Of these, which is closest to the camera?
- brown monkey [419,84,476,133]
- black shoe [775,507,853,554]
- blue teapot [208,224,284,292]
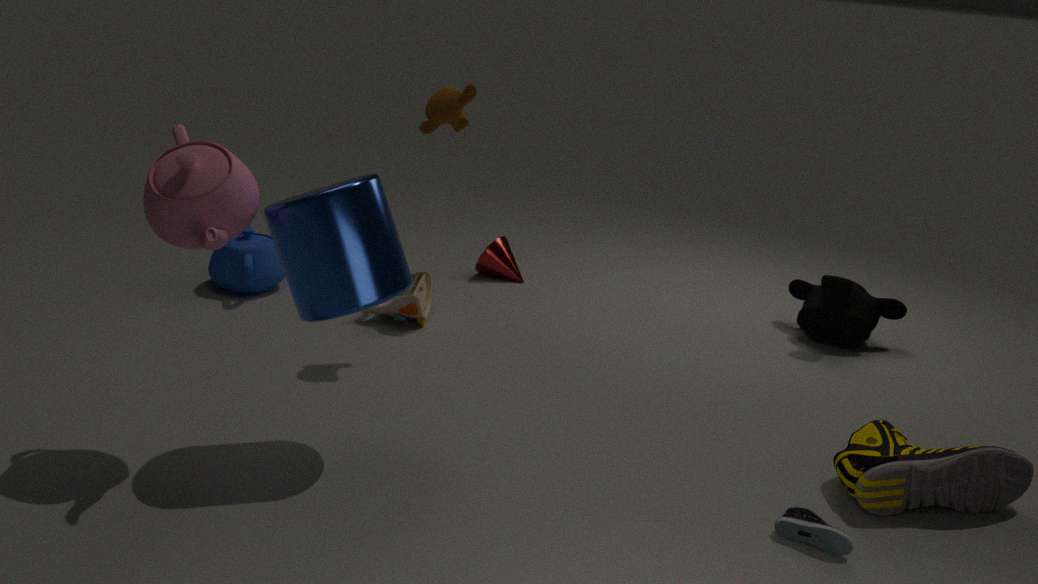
black shoe [775,507,853,554]
